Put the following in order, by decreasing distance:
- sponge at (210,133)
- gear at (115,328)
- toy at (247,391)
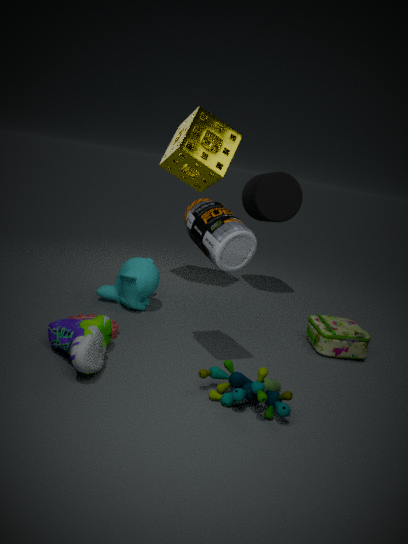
sponge at (210,133), gear at (115,328), toy at (247,391)
